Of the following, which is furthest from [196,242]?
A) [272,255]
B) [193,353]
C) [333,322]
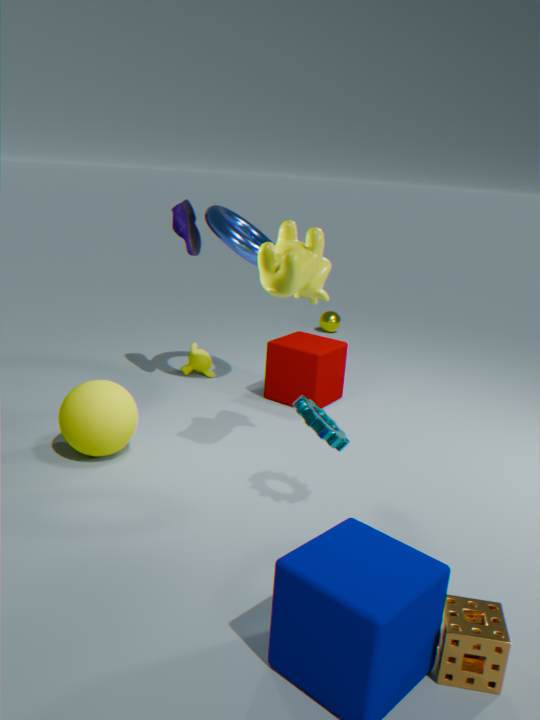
[333,322]
